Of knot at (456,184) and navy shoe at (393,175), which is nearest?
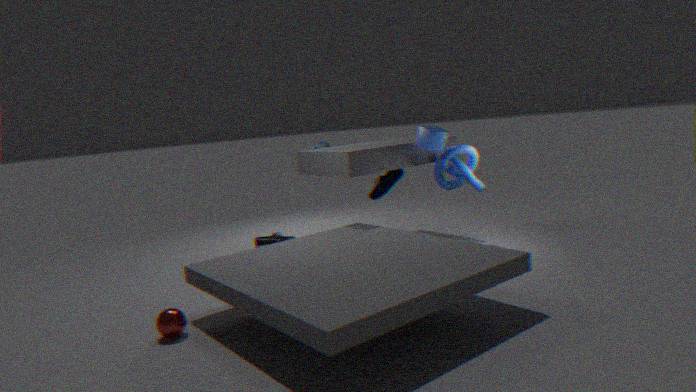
knot at (456,184)
